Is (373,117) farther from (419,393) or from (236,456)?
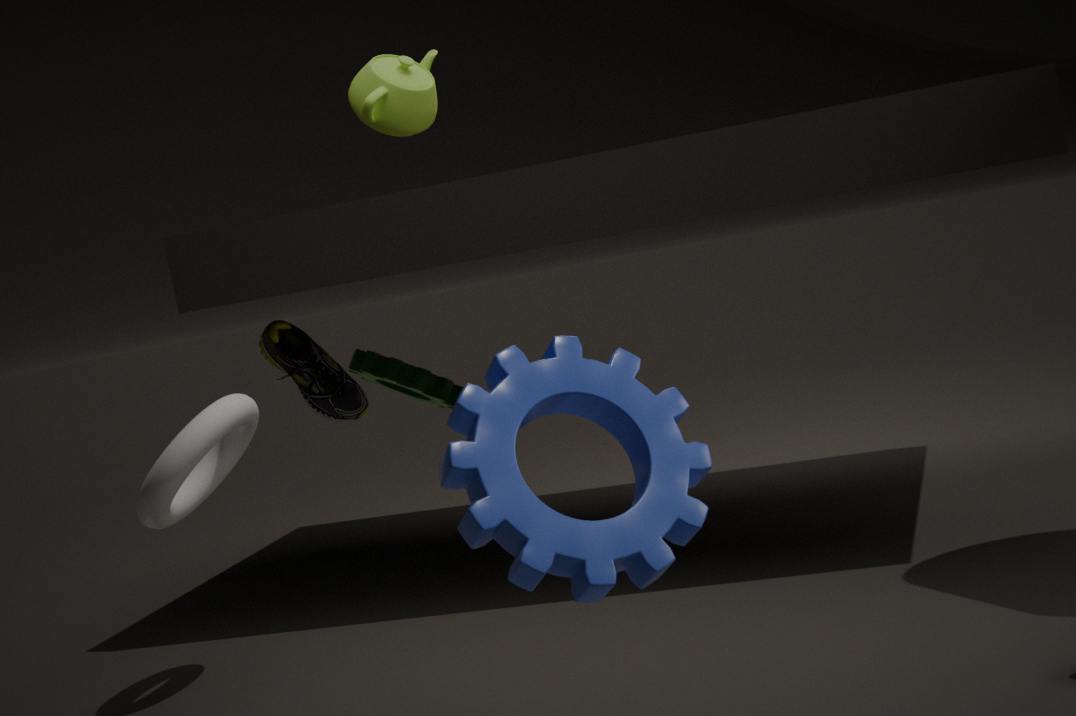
(419,393)
